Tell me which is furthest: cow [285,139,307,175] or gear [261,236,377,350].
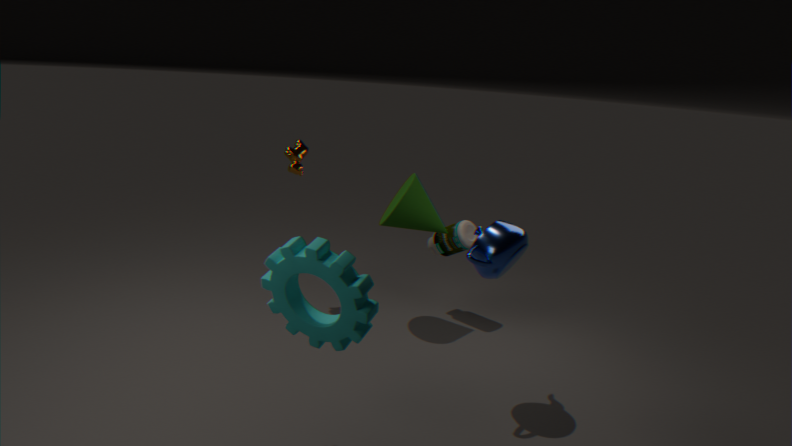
cow [285,139,307,175]
